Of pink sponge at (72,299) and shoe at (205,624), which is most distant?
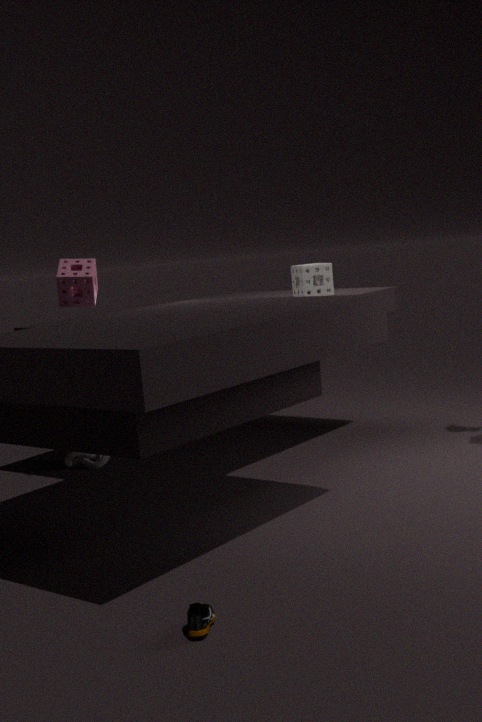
pink sponge at (72,299)
